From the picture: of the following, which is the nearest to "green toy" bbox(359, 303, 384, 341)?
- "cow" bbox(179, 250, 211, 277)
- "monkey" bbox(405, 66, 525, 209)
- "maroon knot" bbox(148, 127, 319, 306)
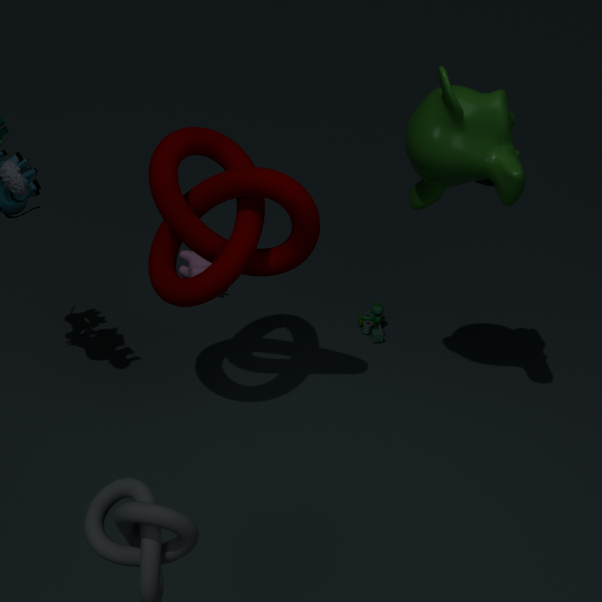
"cow" bbox(179, 250, 211, 277)
